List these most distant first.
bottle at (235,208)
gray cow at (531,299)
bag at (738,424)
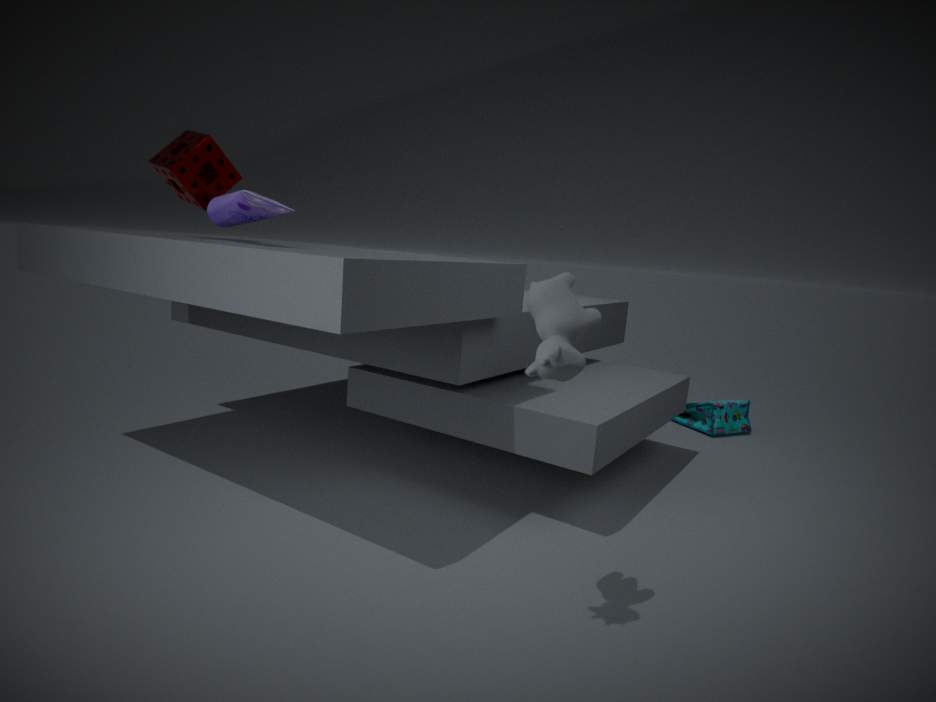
bag at (738,424) → bottle at (235,208) → gray cow at (531,299)
